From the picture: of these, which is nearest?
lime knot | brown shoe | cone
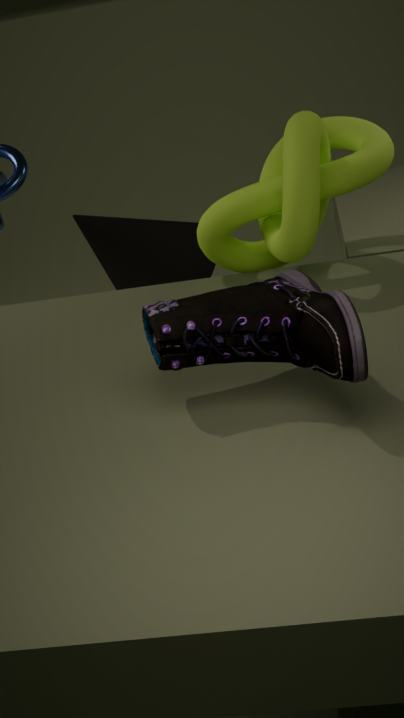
brown shoe
